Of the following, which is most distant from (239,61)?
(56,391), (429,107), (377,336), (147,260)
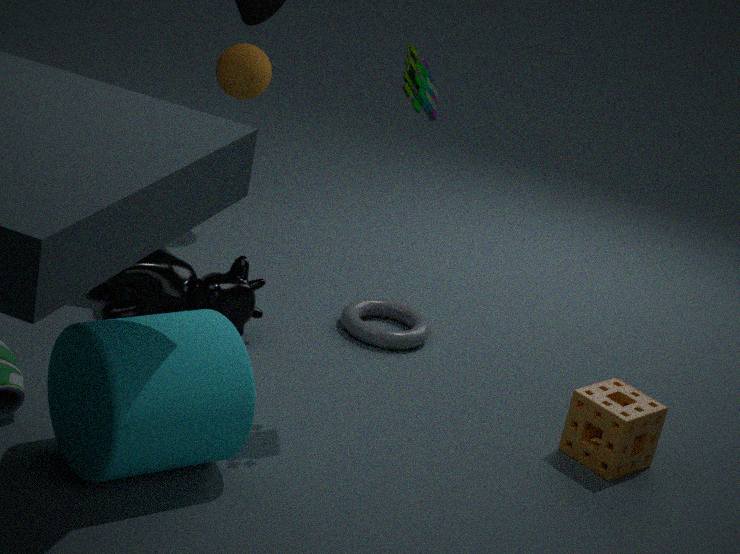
(56,391)
